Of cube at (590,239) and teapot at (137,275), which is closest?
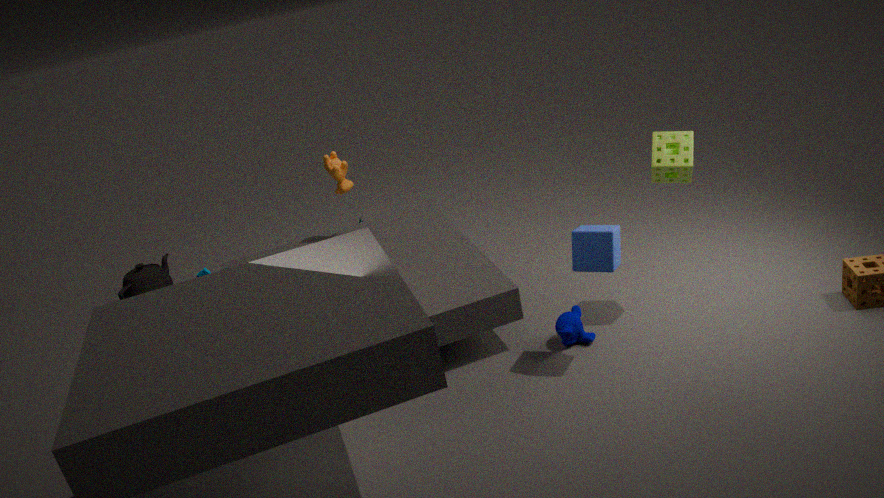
cube at (590,239)
